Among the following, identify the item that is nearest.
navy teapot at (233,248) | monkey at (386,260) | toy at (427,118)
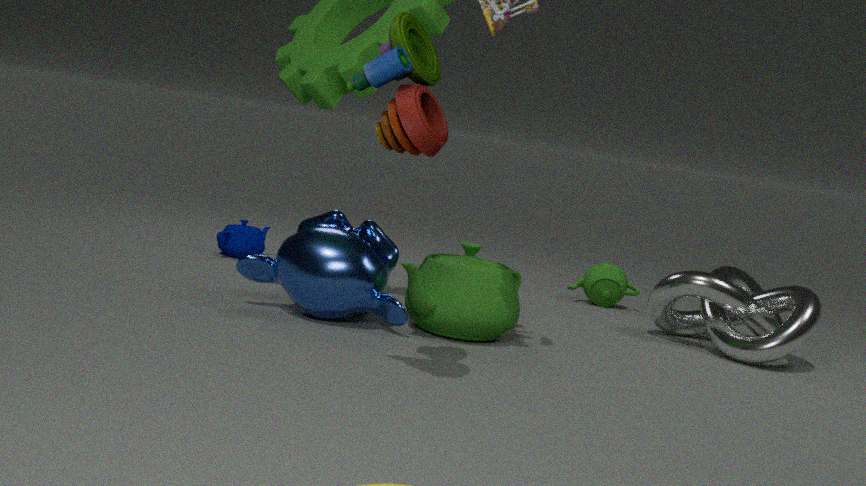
toy at (427,118)
